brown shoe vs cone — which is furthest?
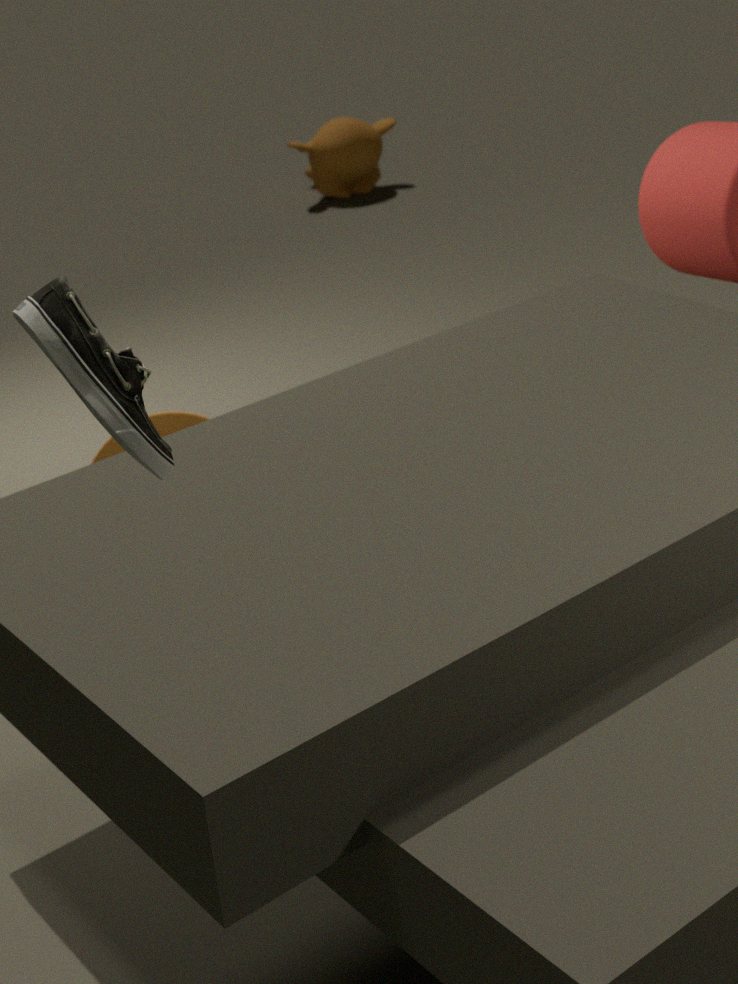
cone
